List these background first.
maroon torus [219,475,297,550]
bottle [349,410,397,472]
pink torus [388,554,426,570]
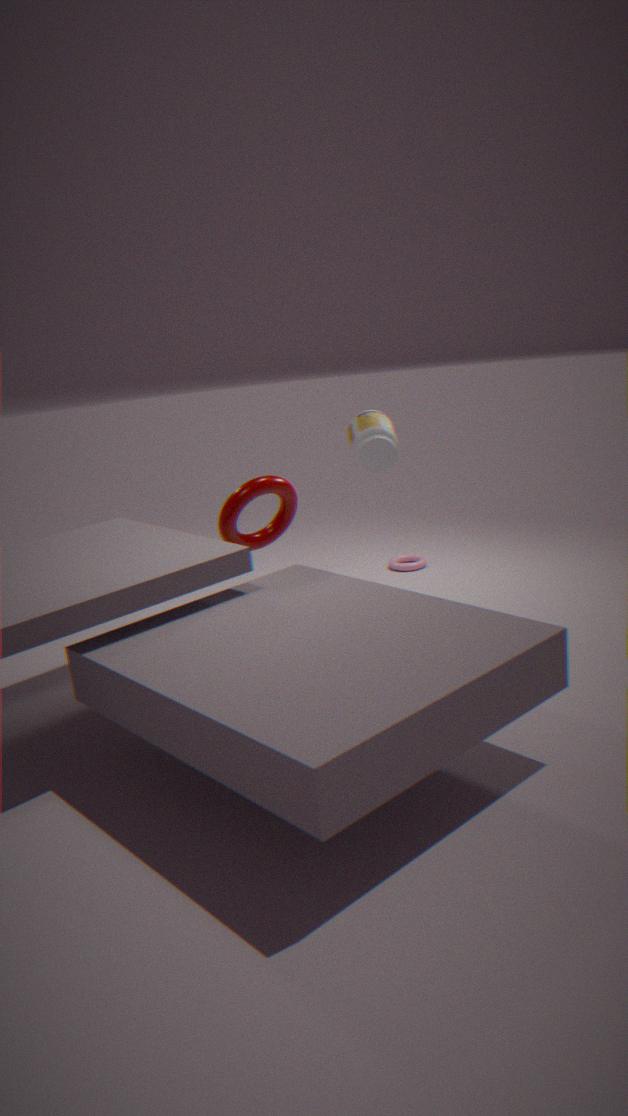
pink torus [388,554,426,570] < maroon torus [219,475,297,550] < bottle [349,410,397,472]
